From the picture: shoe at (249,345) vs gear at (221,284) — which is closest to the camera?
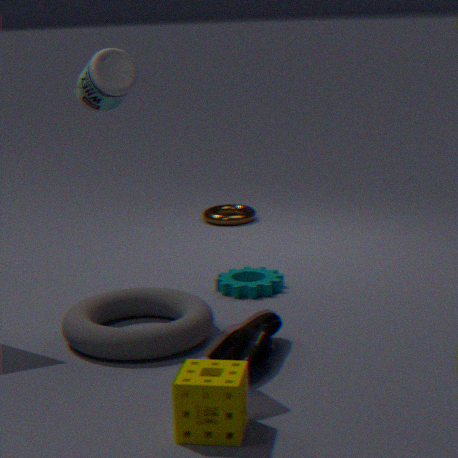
shoe at (249,345)
